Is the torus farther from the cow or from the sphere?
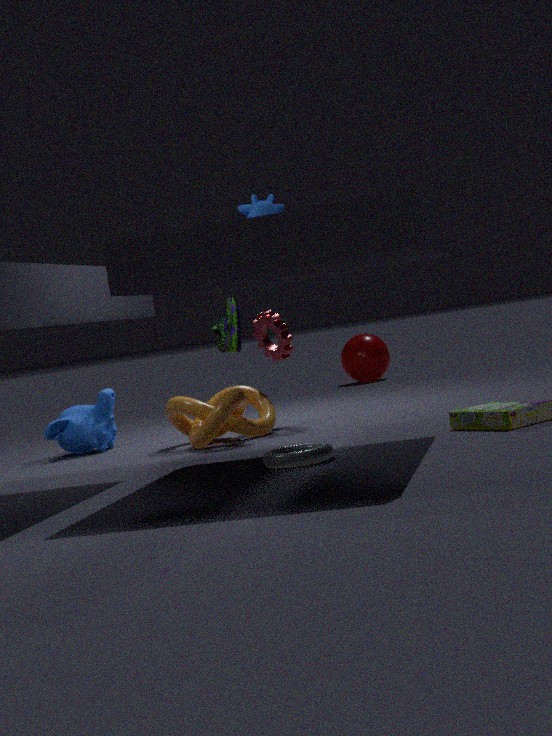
the sphere
